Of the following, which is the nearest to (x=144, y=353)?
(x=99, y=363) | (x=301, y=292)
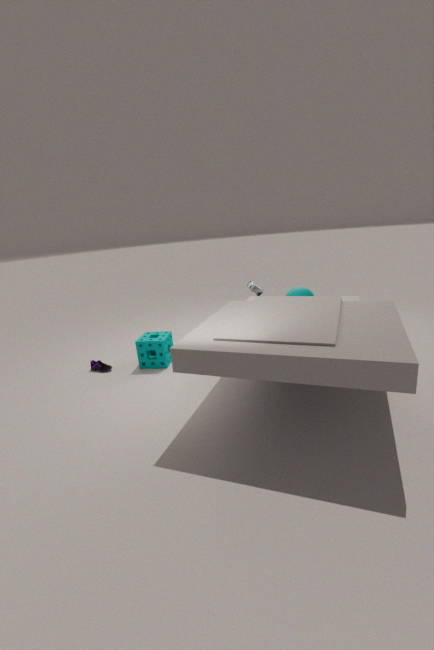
→ (x=99, y=363)
